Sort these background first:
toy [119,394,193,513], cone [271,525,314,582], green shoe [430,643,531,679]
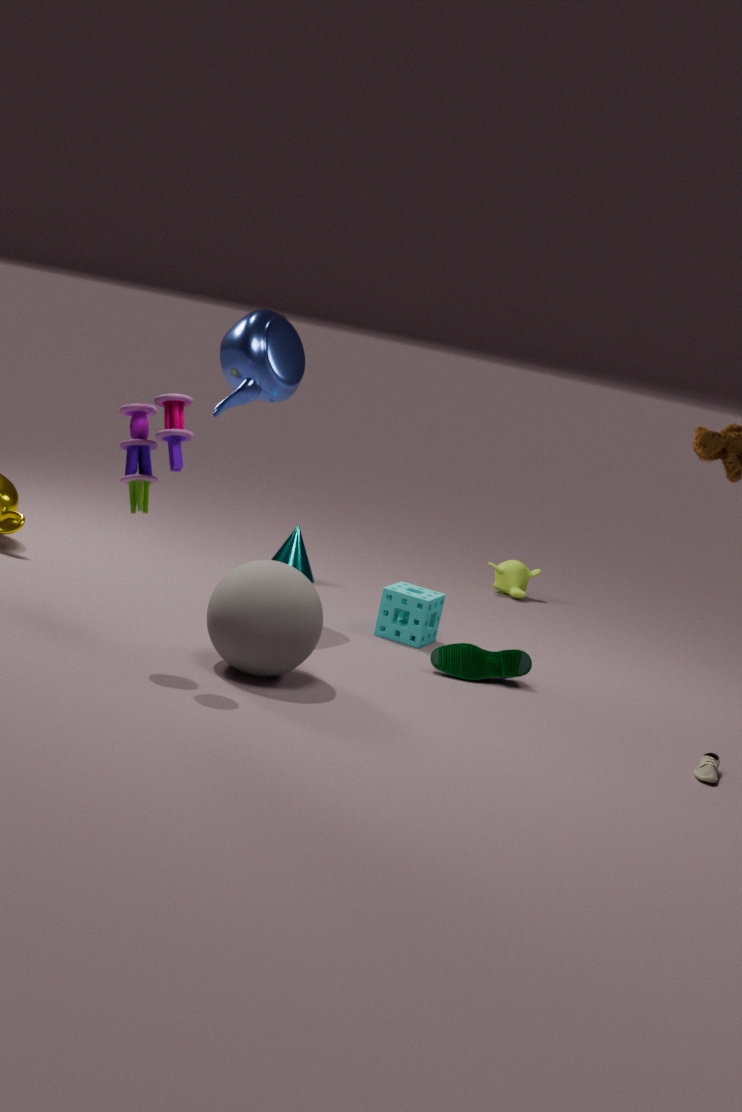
cone [271,525,314,582] → green shoe [430,643,531,679] → toy [119,394,193,513]
